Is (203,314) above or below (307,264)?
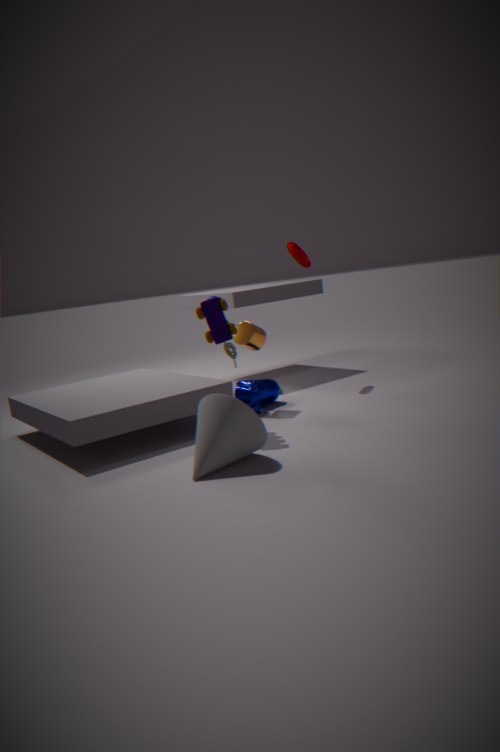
below
